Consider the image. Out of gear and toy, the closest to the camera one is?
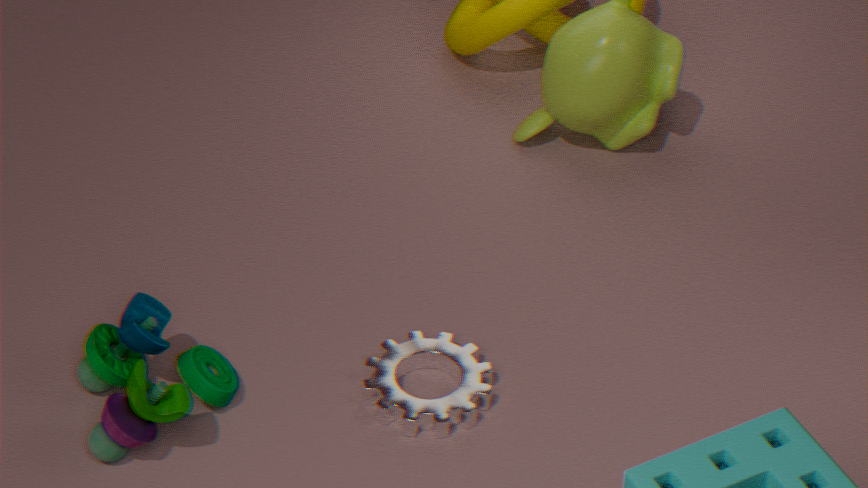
toy
